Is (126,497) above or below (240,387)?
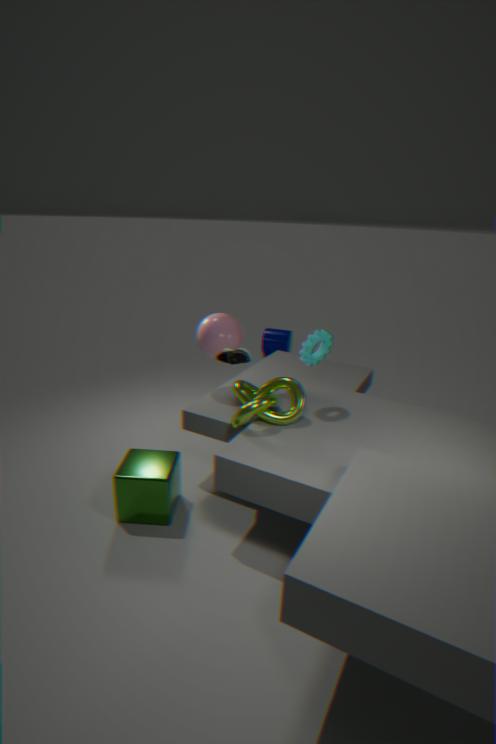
below
